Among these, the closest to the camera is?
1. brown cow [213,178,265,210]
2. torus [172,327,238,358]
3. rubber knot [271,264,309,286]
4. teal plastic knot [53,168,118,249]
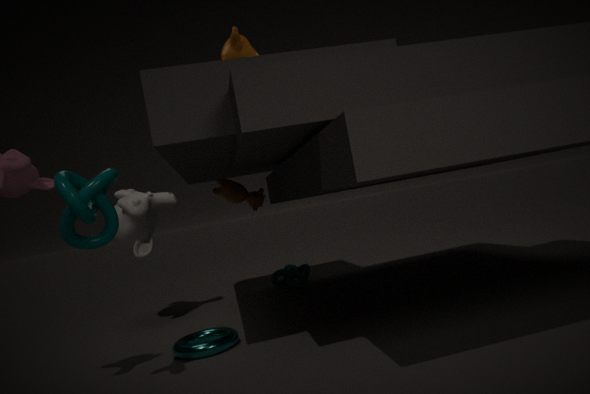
teal plastic knot [53,168,118,249]
